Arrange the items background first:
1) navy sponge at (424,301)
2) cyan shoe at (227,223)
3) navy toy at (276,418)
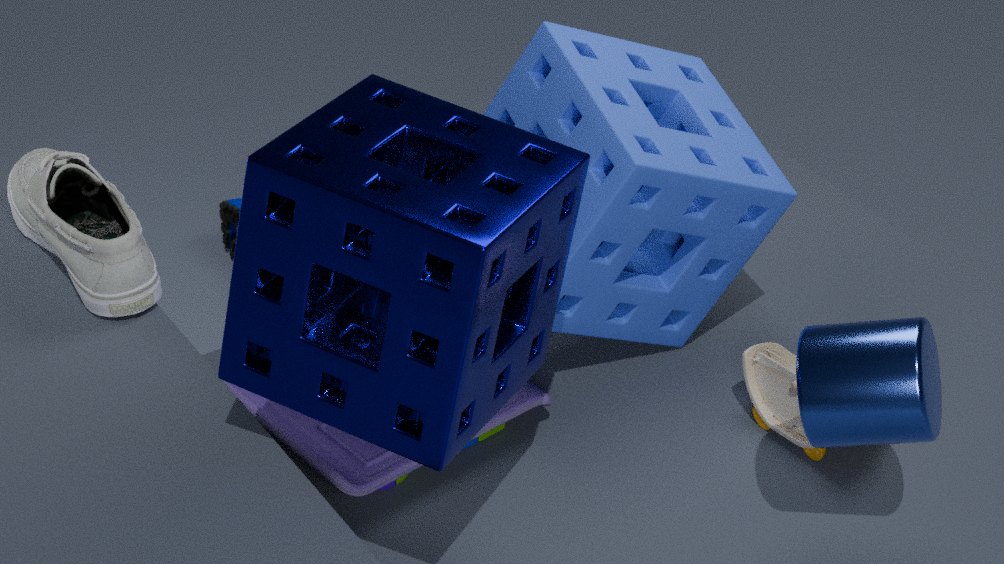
1. 2
2. 3
3. 1
